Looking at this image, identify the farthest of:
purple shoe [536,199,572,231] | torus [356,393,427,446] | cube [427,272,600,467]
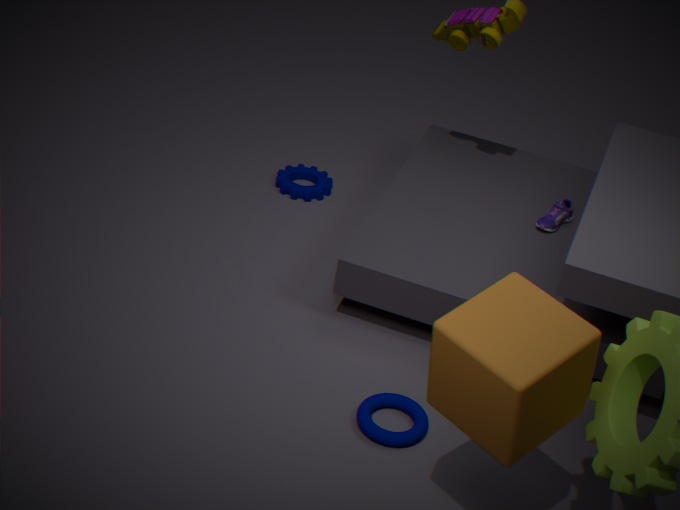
purple shoe [536,199,572,231]
